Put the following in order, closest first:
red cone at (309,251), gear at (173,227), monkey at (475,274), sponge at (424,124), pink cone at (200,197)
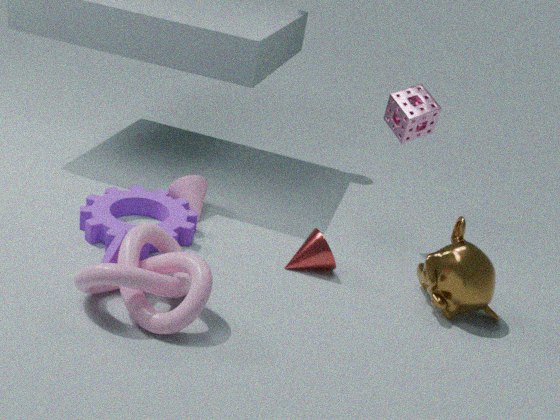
1. monkey at (475,274)
2. gear at (173,227)
3. red cone at (309,251)
4. sponge at (424,124)
5. pink cone at (200,197)
